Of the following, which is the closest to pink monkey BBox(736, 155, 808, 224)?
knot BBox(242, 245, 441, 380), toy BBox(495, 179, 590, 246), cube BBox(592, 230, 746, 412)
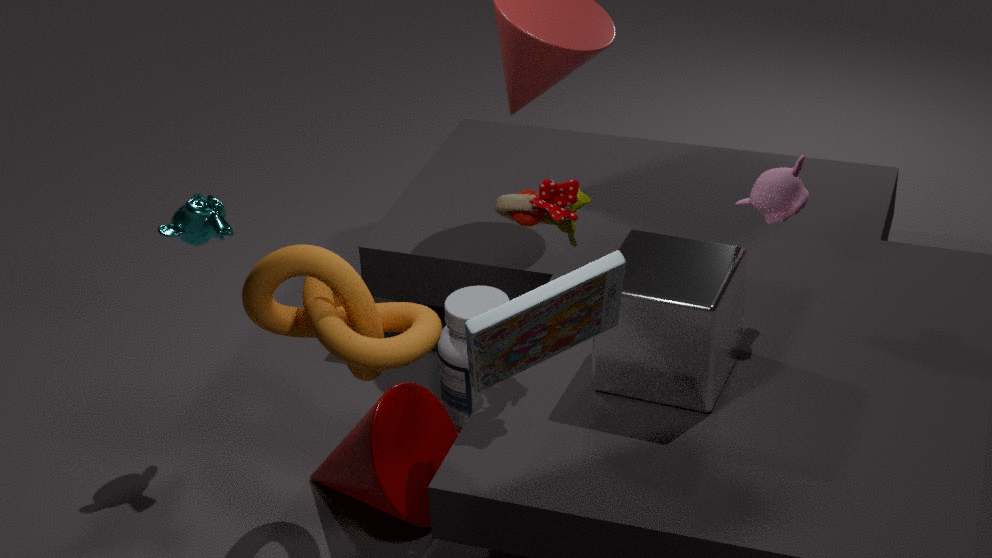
cube BBox(592, 230, 746, 412)
